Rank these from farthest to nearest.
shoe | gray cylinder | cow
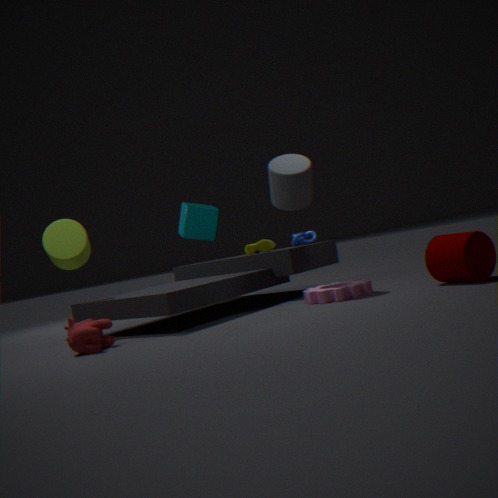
shoe
gray cylinder
cow
